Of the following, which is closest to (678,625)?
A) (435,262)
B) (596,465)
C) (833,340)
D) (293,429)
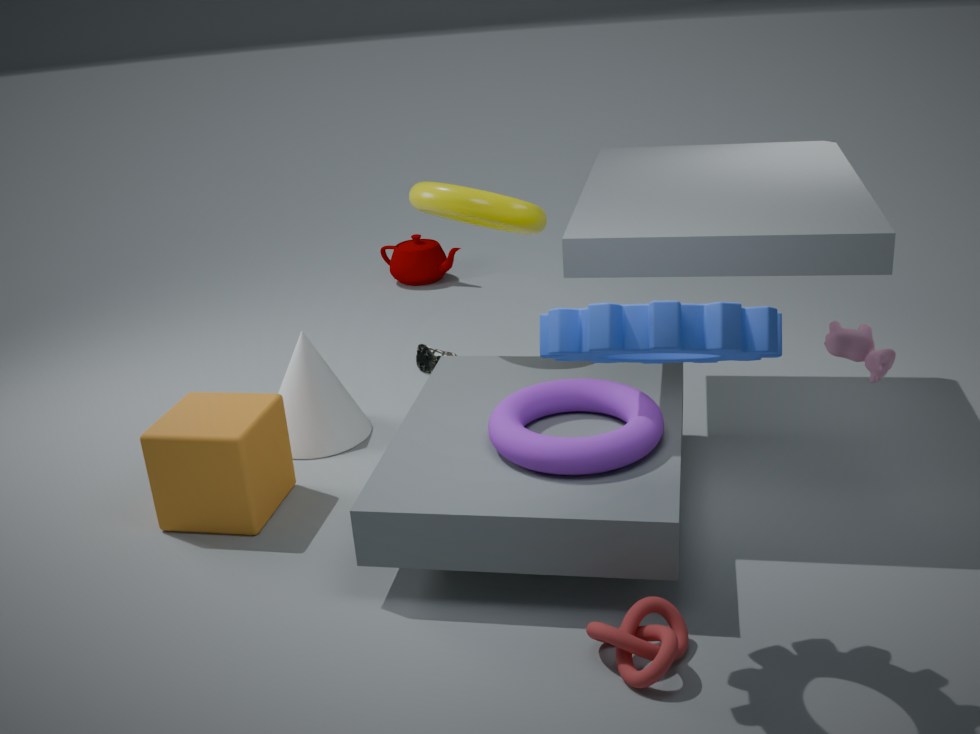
(596,465)
